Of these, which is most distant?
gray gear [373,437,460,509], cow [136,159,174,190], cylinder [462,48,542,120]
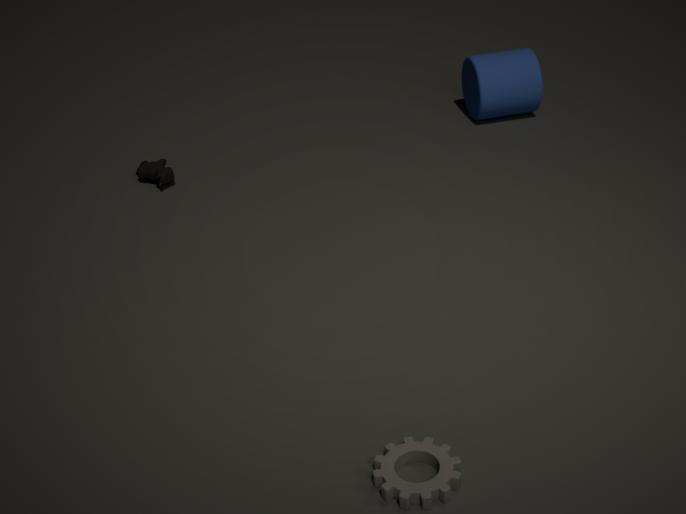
cylinder [462,48,542,120]
